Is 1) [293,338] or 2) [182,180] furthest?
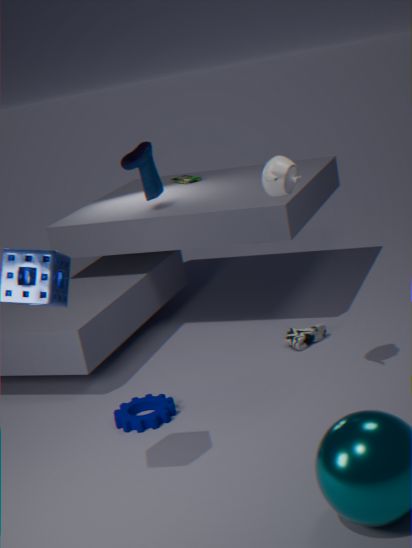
2. [182,180]
